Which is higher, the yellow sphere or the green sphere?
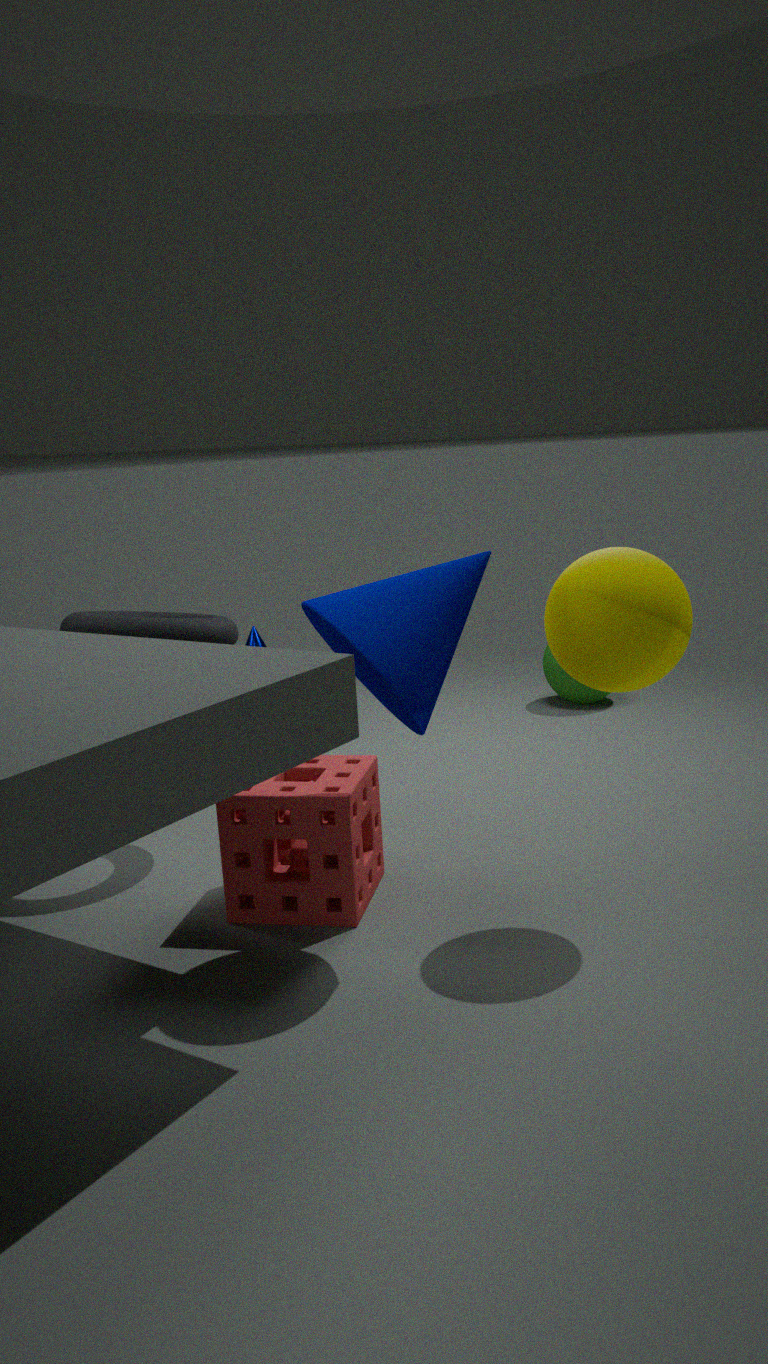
the yellow sphere
